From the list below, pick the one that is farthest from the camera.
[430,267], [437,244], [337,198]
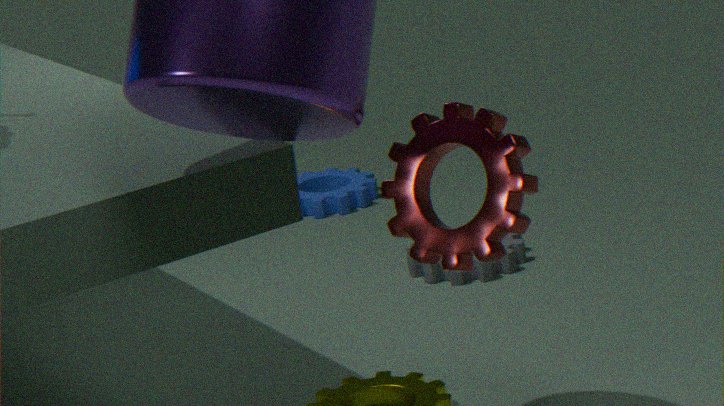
[337,198]
